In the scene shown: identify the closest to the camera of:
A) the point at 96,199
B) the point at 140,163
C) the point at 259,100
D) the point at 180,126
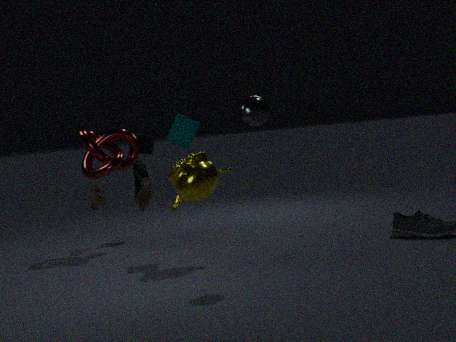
B. the point at 140,163
